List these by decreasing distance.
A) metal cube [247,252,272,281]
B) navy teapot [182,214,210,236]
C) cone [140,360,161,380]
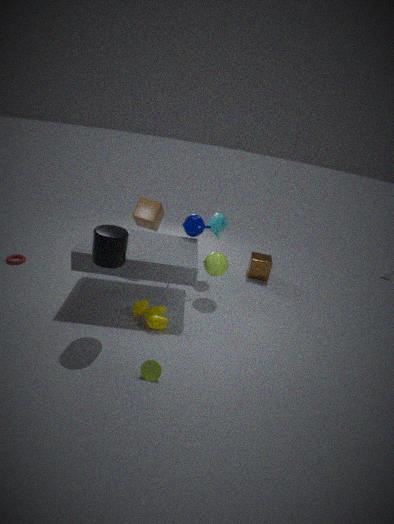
1. metal cube [247,252,272,281]
2. navy teapot [182,214,210,236]
3. cone [140,360,161,380]
